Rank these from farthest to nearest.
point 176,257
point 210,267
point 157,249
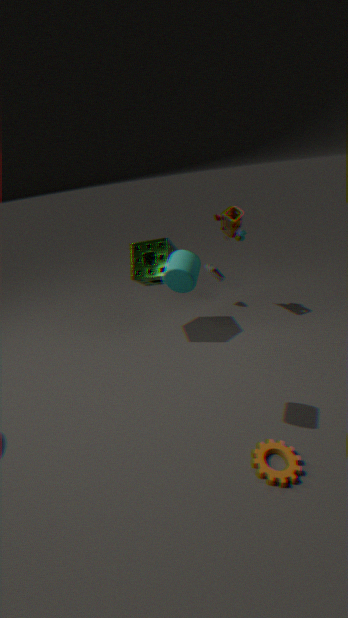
point 210,267 < point 157,249 < point 176,257
